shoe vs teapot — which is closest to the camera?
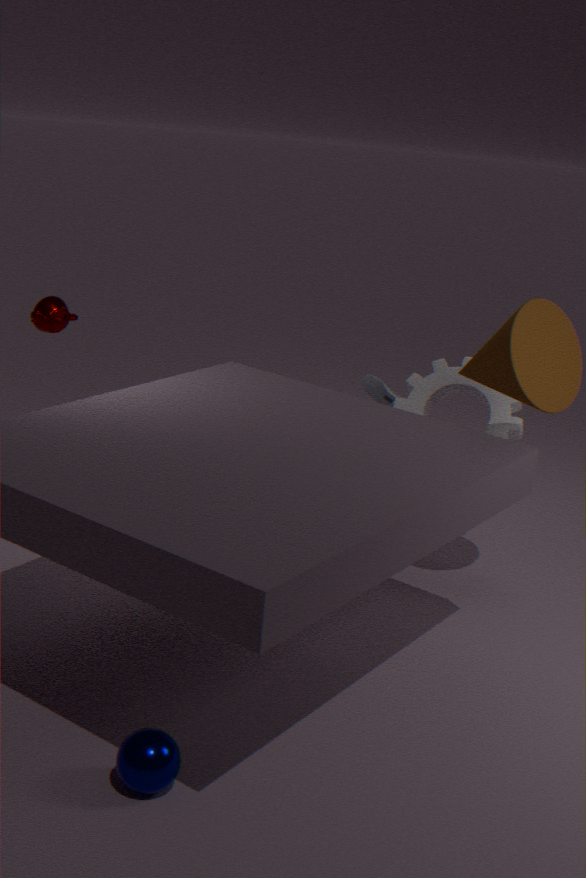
teapot
